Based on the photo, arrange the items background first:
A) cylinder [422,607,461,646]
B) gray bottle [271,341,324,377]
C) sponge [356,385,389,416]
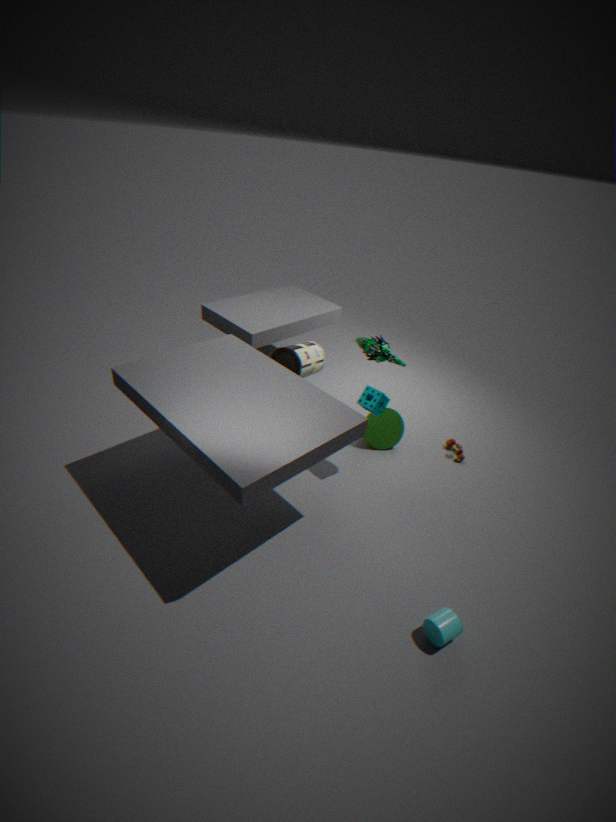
gray bottle [271,341,324,377]
sponge [356,385,389,416]
cylinder [422,607,461,646]
